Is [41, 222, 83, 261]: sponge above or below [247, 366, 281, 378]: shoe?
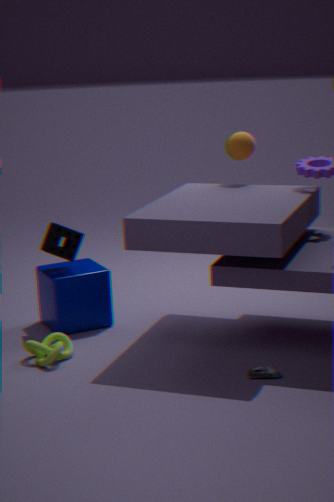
above
